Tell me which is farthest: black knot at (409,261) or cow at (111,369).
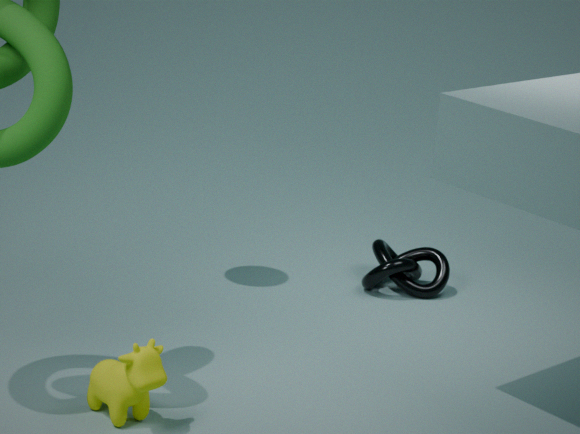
black knot at (409,261)
